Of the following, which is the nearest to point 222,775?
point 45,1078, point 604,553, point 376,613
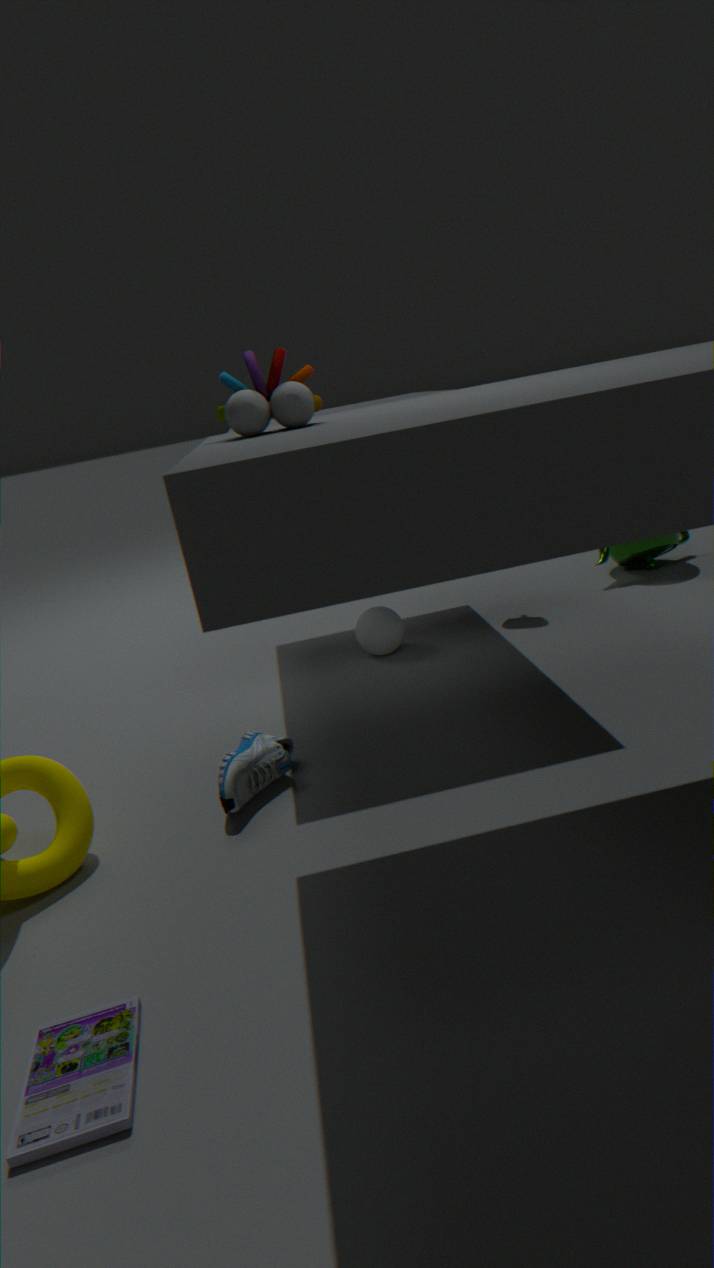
point 45,1078
